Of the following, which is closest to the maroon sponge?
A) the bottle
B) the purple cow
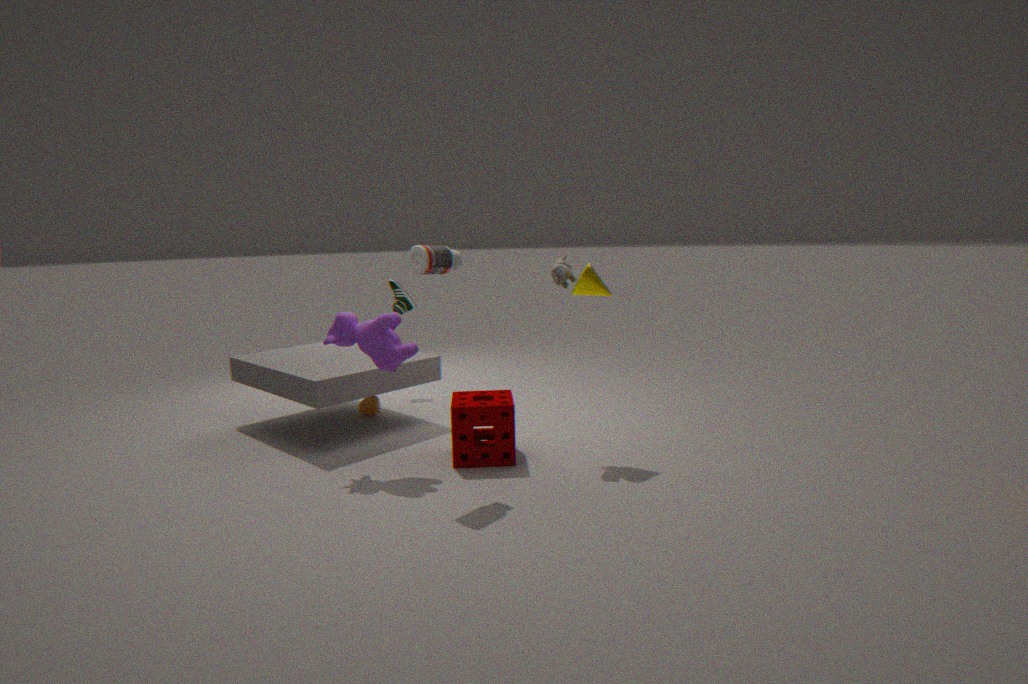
the purple cow
